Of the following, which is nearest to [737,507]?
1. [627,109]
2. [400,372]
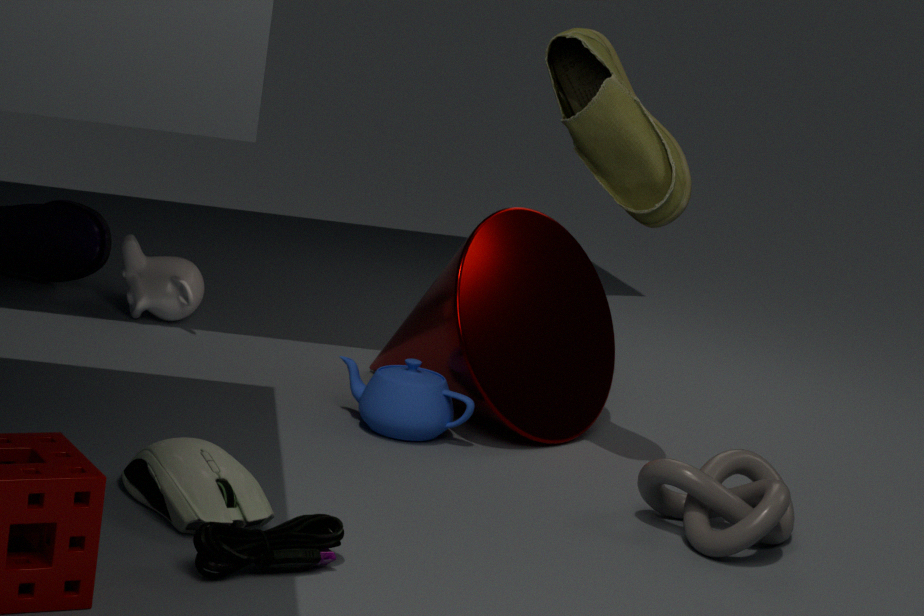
[400,372]
